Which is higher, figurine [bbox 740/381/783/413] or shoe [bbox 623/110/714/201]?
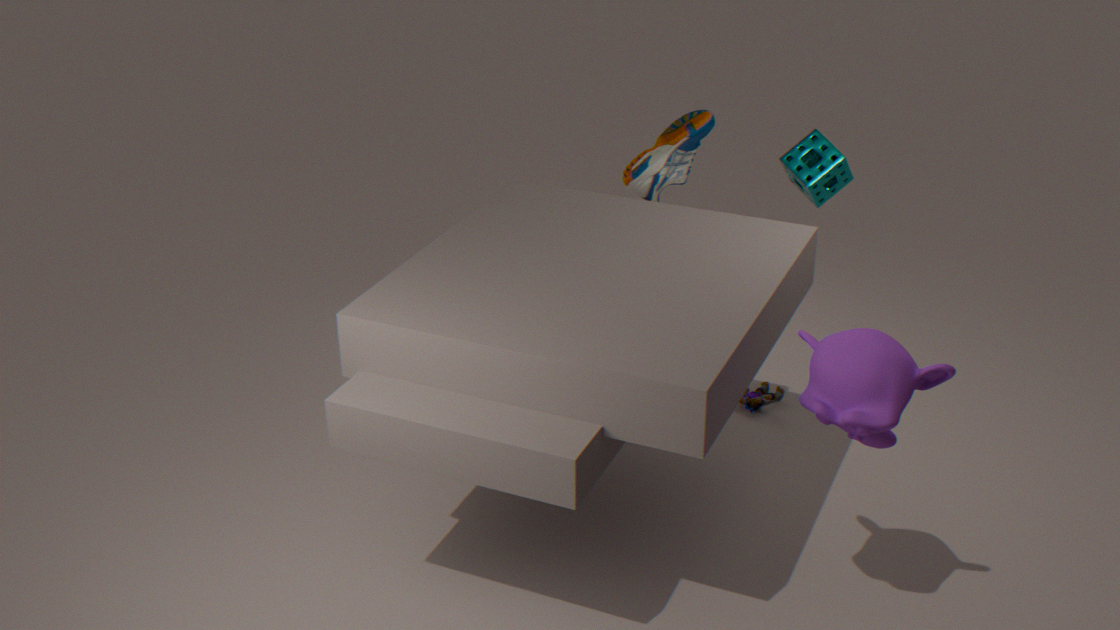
shoe [bbox 623/110/714/201]
